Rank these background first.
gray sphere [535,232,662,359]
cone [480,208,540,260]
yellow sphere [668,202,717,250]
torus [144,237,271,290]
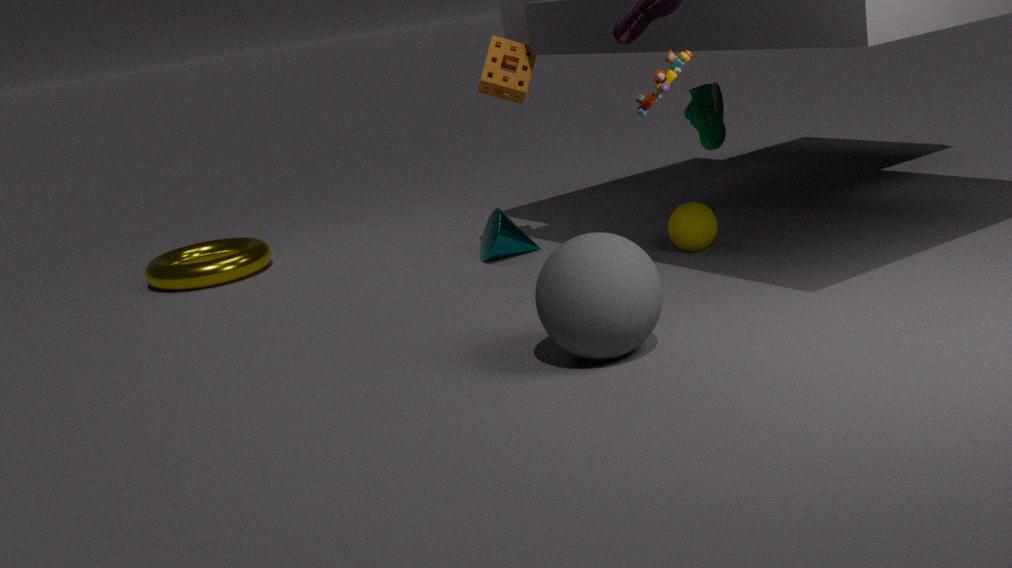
torus [144,237,271,290], cone [480,208,540,260], yellow sphere [668,202,717,250], gray sphere [535,232,662,359]
